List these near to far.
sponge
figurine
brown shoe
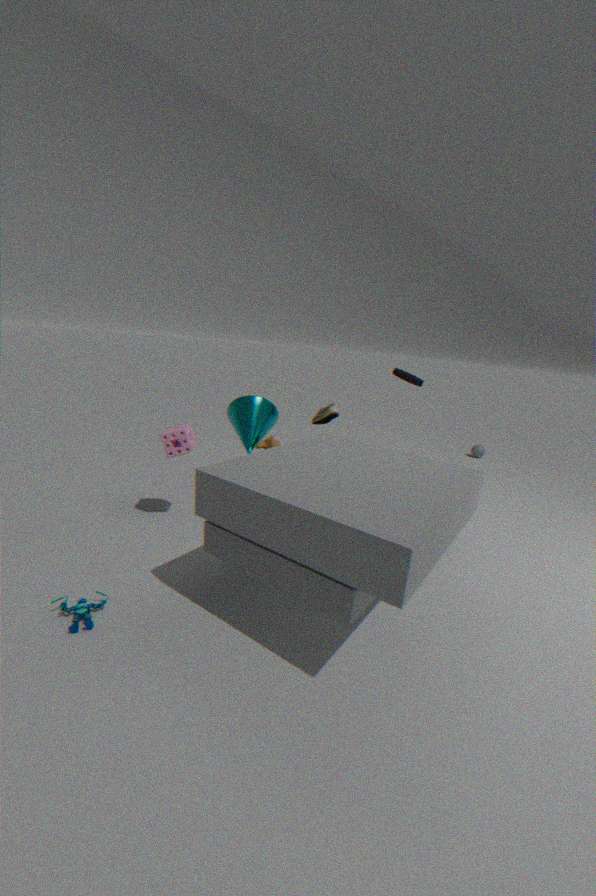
figurine → sponge → brown shoe
